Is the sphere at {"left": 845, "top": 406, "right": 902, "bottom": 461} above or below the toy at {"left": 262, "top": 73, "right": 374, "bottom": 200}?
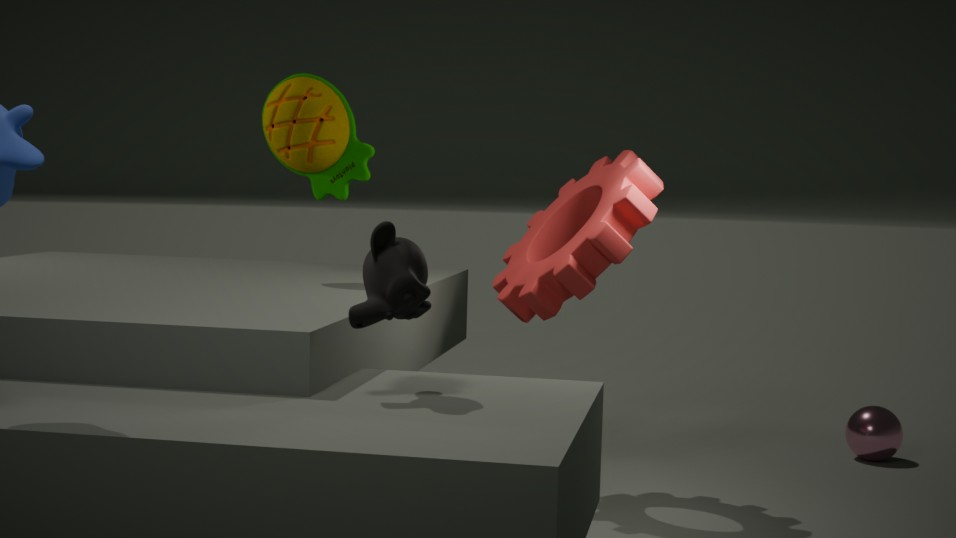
below
